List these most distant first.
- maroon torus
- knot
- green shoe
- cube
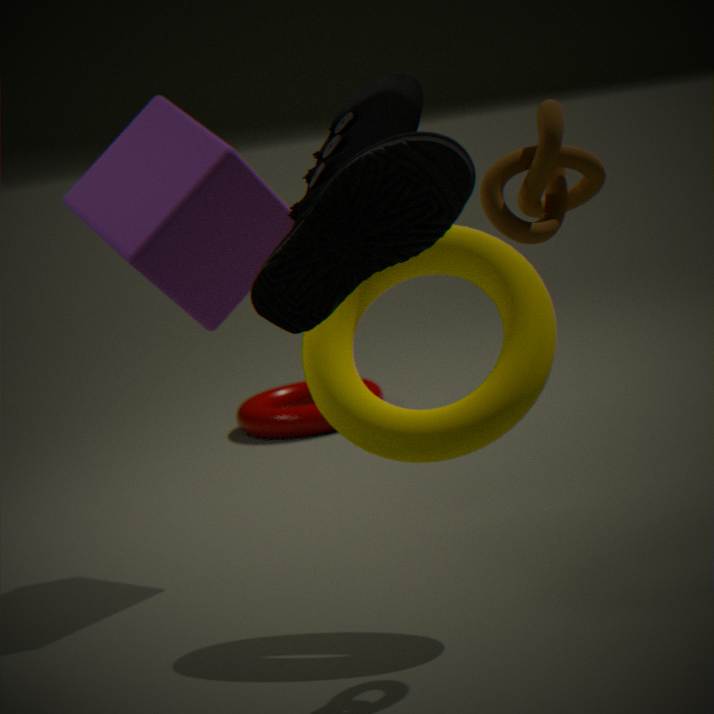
maroon torus, cube, knot, green shoe
